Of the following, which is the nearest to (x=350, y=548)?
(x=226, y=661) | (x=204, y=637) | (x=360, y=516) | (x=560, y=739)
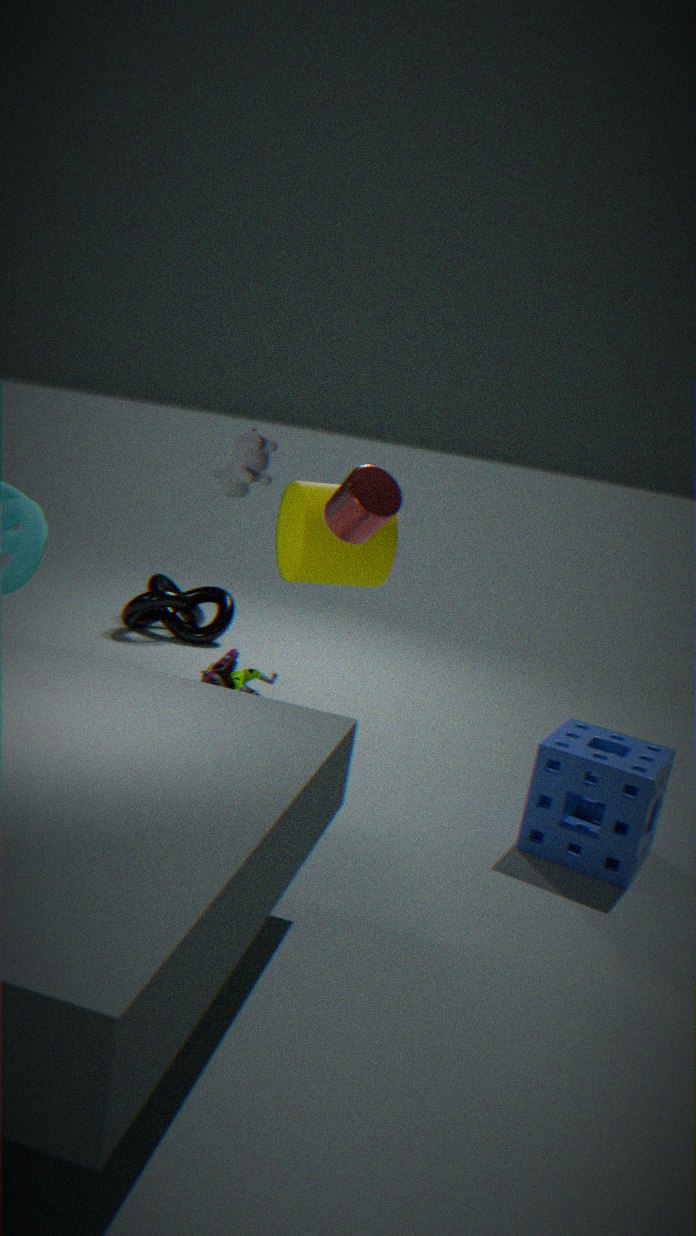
(x=360, y=516)
